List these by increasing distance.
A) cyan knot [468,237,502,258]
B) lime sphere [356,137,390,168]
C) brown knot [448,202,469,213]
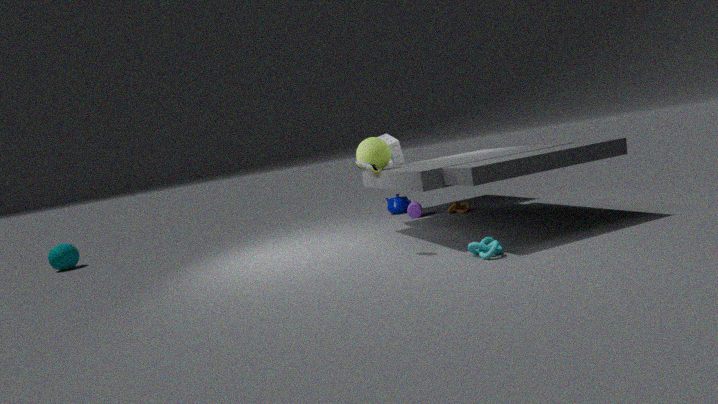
cyan knot [468,237,502,258] < lime sphere [356,137,390,168] < brown knot [448,202,469,213]
